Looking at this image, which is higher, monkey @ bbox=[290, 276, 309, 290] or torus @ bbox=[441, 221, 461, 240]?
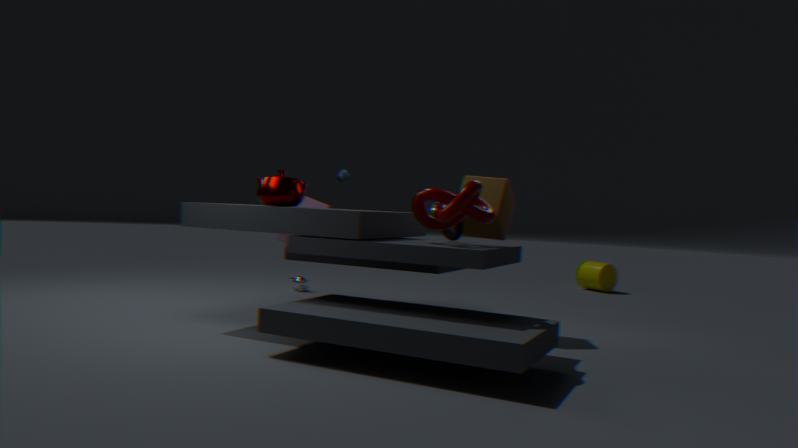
torus @ bbox=[441, 221, 461, 240]
